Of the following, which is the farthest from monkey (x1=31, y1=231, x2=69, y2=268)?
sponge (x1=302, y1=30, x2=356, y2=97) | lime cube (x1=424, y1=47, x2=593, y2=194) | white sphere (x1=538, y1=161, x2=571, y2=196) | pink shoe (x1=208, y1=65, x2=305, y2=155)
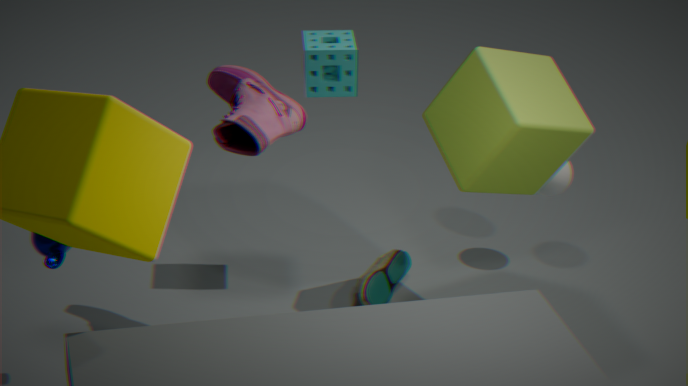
white sphere (x1=538, y1=161, x2=571, y2=196)
